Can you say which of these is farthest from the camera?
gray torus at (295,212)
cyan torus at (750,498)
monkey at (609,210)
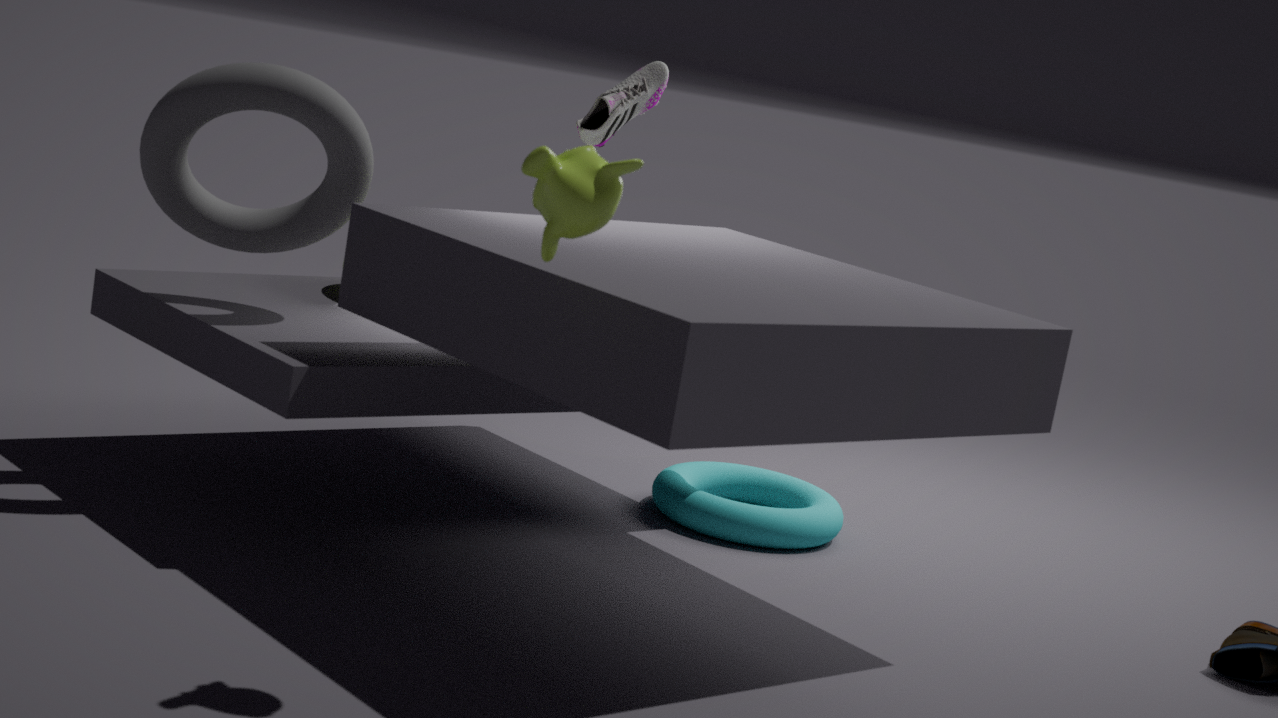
cyan torus at (750,498)
